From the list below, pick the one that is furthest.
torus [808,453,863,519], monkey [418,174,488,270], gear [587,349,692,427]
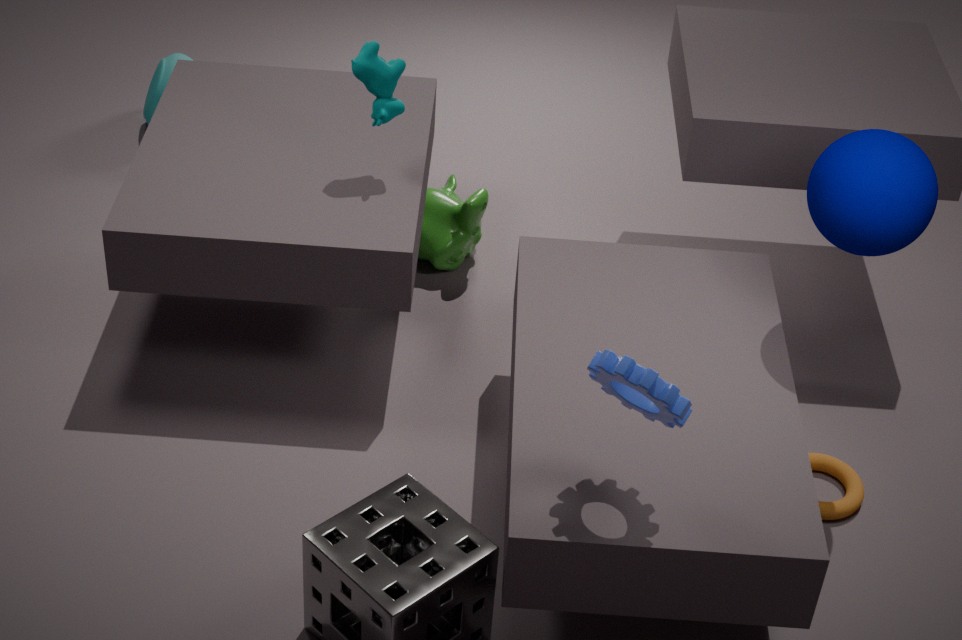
monkey [418,174,488,270]
